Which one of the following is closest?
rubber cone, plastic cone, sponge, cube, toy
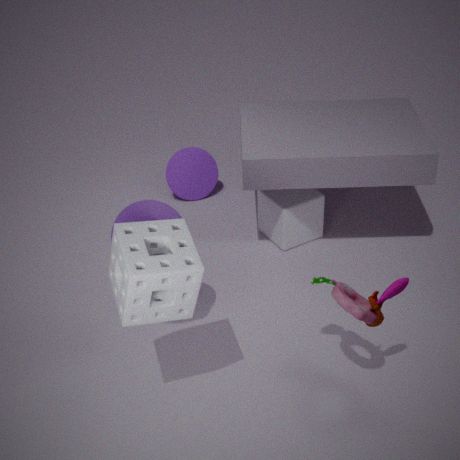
sponge
